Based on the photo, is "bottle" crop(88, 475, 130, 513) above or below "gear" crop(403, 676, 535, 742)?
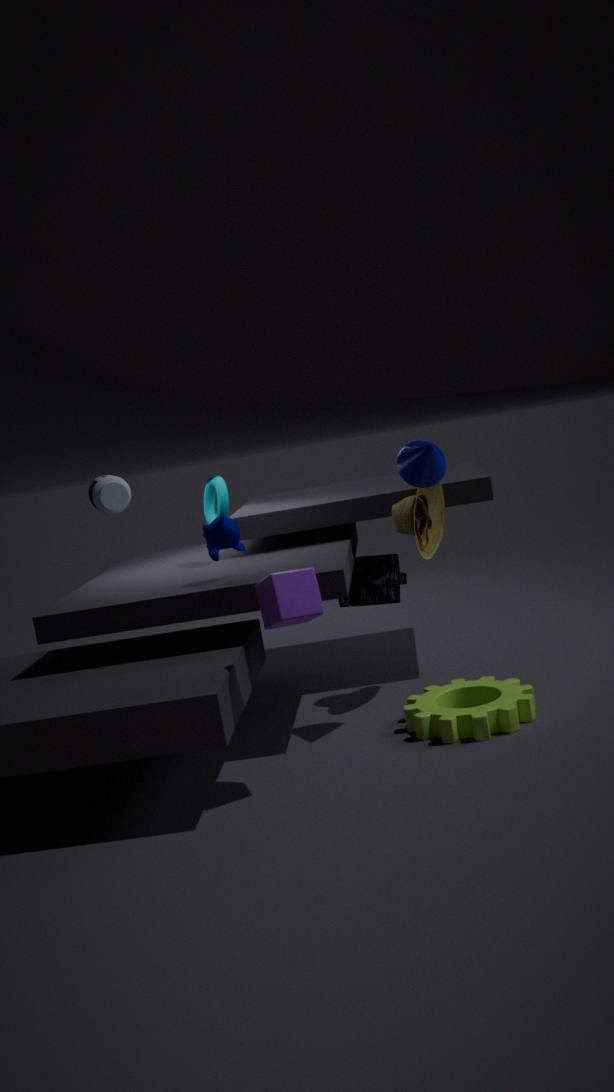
above
